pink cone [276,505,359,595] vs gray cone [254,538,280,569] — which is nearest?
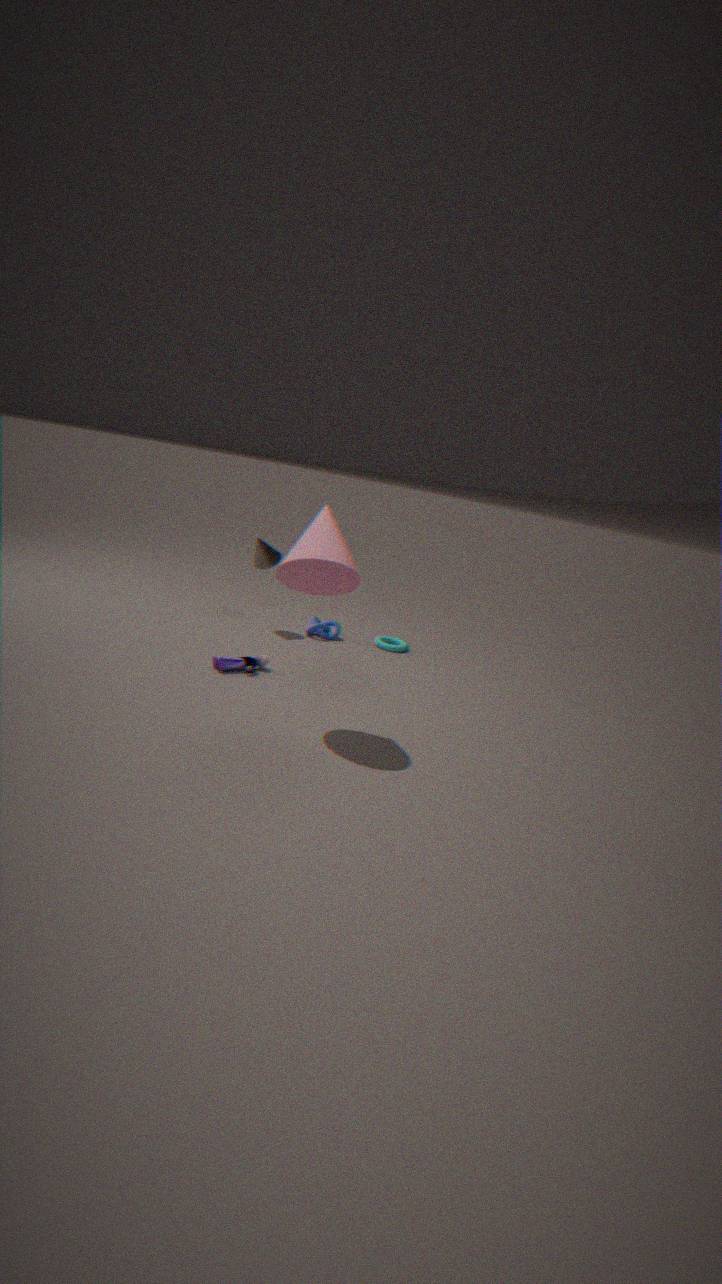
pink cone [276,505,359,595]
